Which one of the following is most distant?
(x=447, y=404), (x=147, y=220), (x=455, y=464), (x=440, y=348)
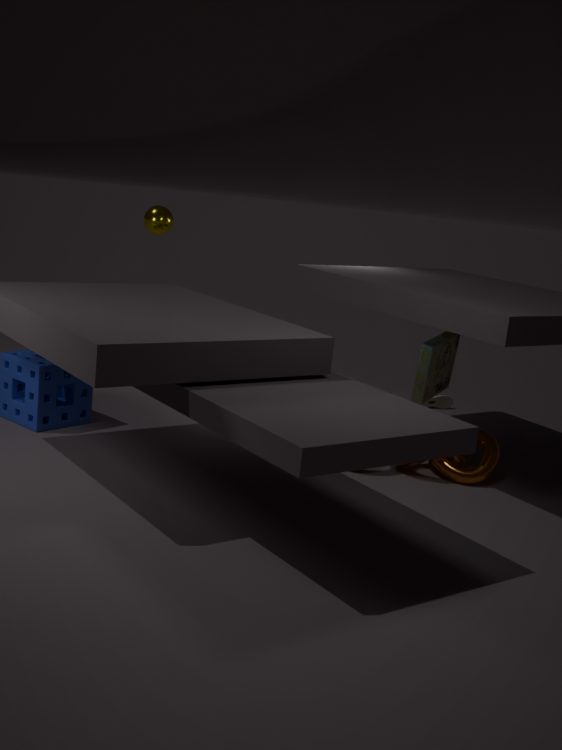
(x=447, y=404)
